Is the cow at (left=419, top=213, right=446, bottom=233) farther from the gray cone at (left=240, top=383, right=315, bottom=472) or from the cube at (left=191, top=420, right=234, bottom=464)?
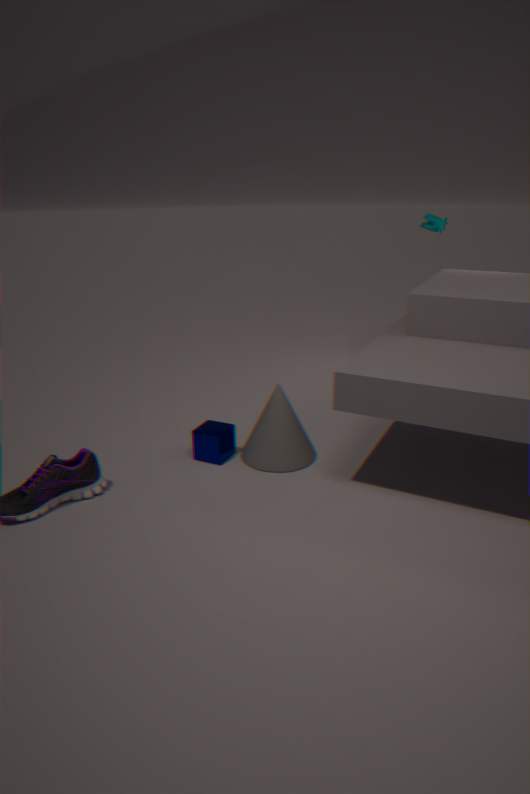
the cube at (left=191, top=420, right=234, bottom=464)
